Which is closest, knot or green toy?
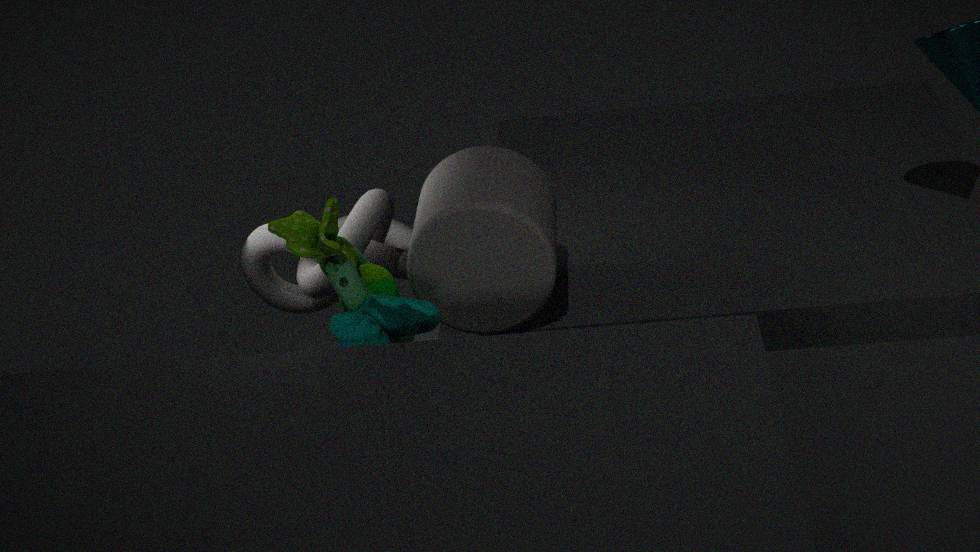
green toy
